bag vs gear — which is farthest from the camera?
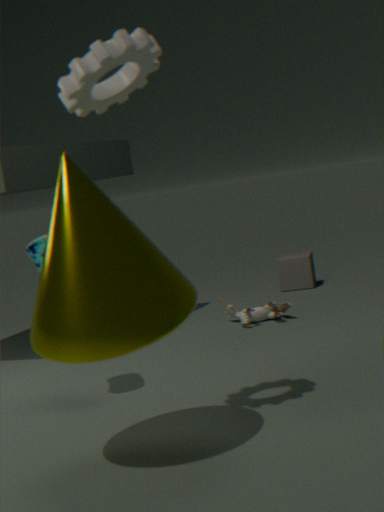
bag
